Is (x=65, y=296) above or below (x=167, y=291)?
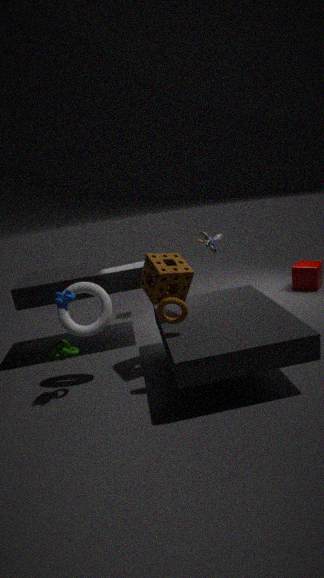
above
